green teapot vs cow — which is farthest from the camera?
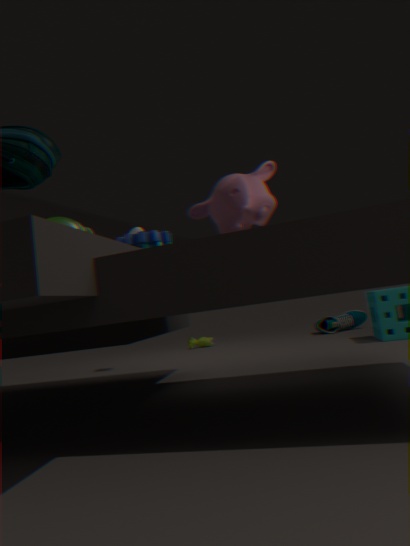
cow
